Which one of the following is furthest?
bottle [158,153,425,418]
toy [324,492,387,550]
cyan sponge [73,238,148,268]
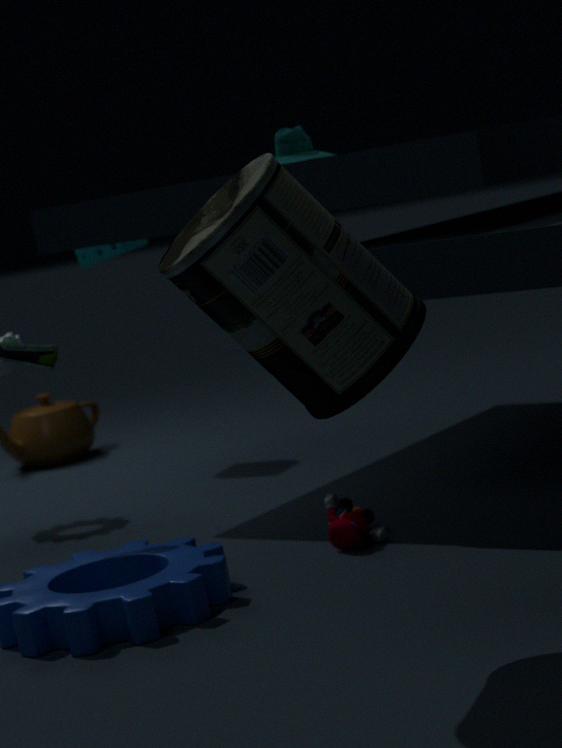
cyan sponge [73,238,148,268]
